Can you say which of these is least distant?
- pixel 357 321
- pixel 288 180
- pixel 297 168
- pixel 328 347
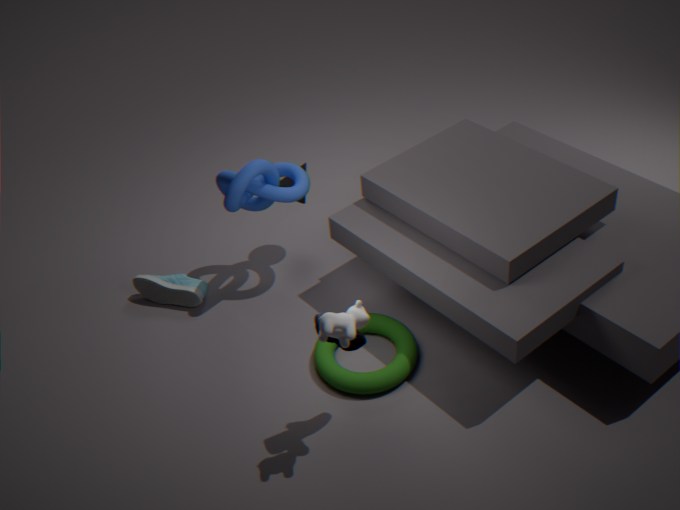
pixel 357 321
